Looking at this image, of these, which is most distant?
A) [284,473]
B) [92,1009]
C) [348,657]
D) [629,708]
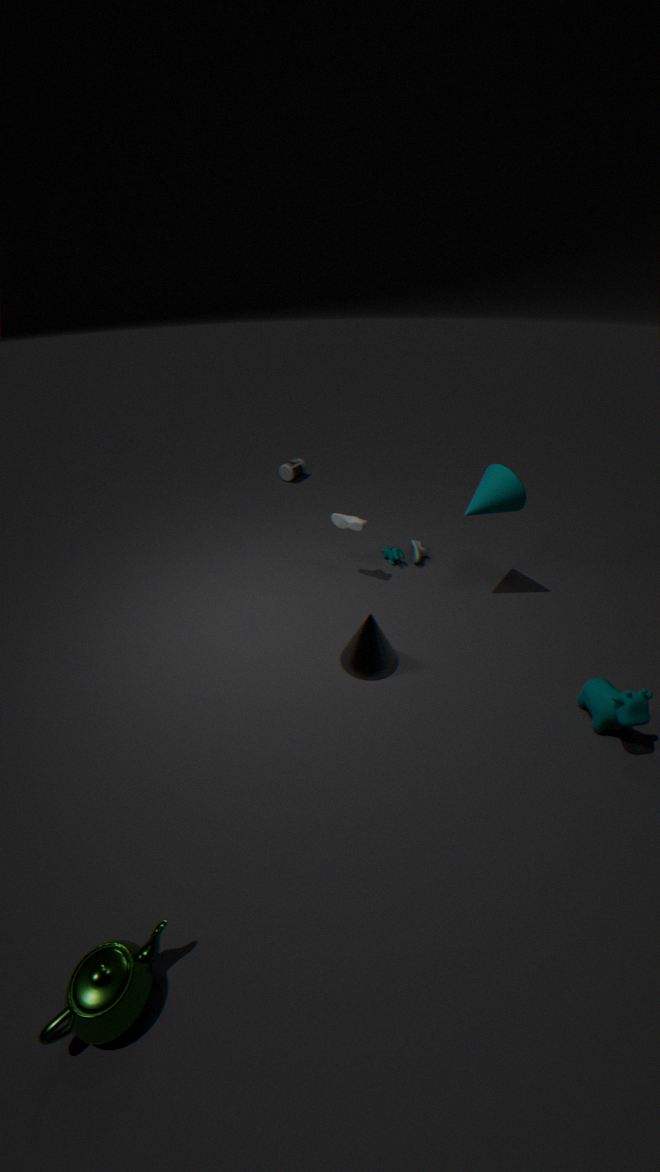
[284,473]
